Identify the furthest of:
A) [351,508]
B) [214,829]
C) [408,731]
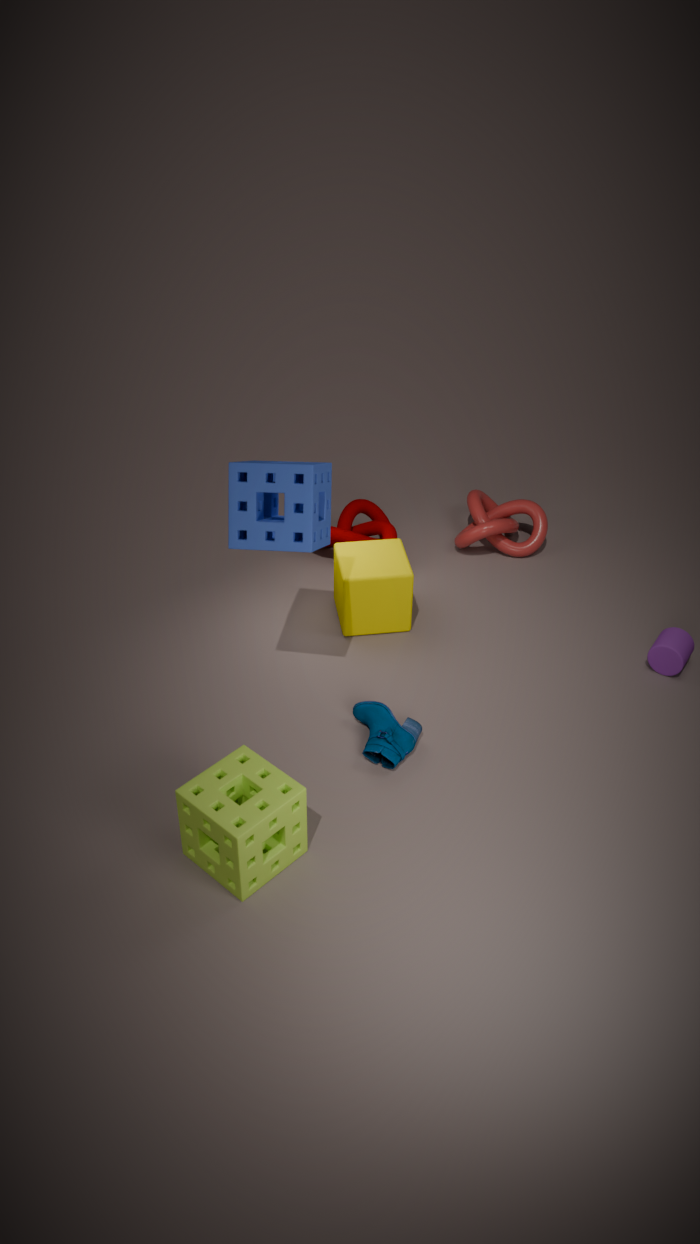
[351,508]
